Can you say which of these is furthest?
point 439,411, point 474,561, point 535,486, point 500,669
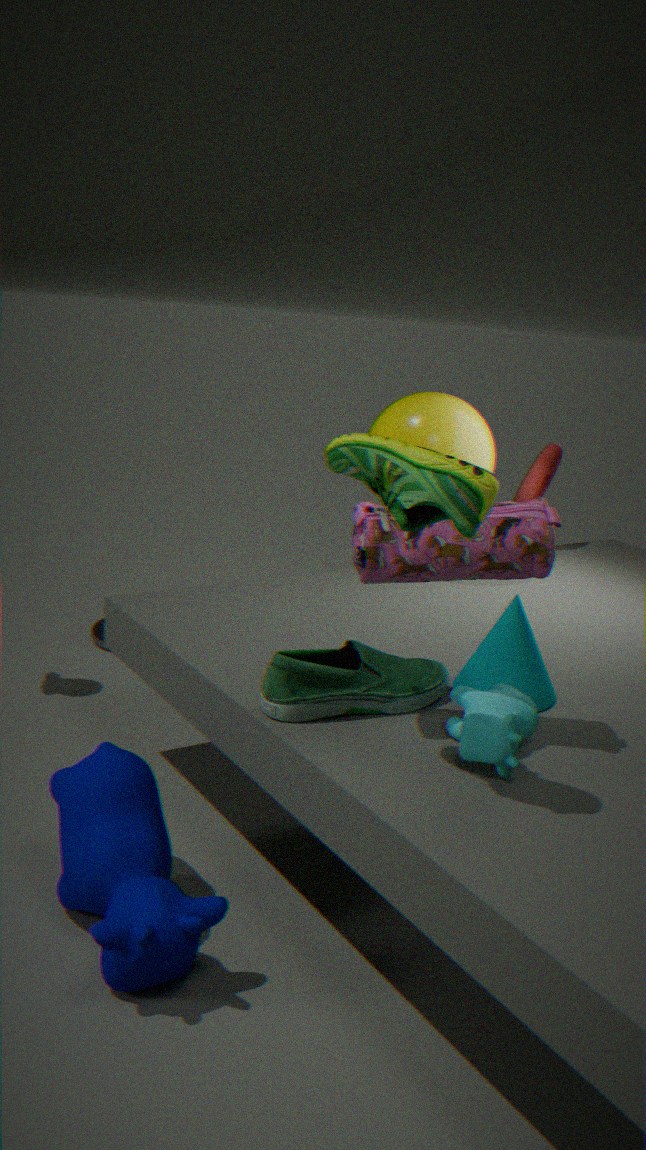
point 535,486
